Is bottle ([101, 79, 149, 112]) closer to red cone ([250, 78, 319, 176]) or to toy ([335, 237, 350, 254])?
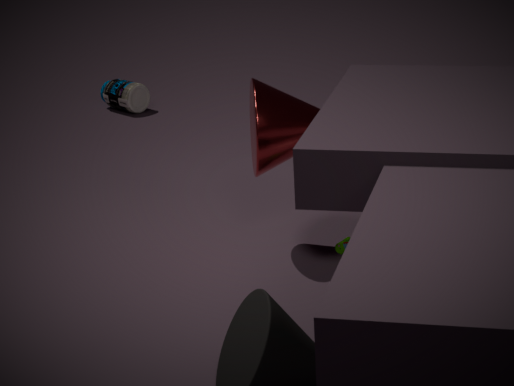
red cone ([250, 78, 319, 176])
